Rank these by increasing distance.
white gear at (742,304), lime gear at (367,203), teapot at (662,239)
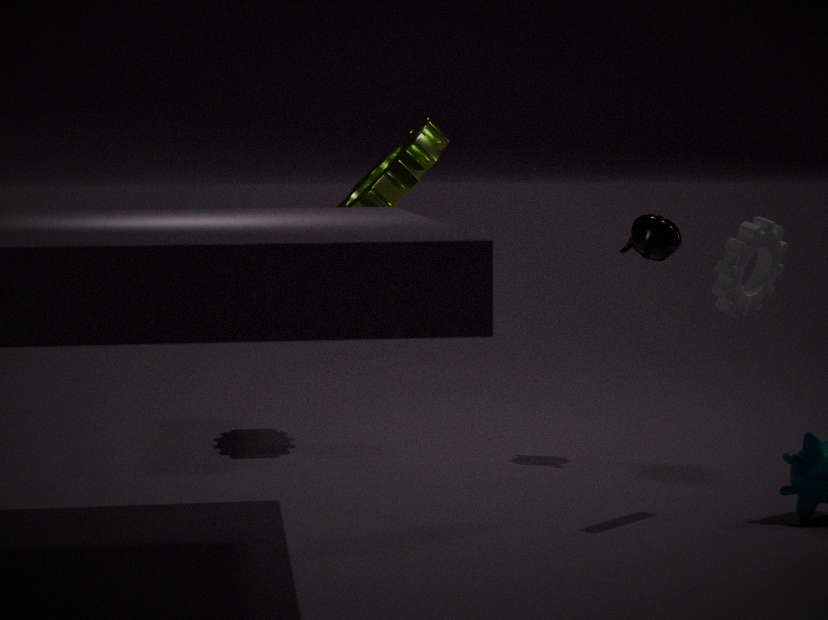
white gear at (742,304)
teapot at (662,239)
lime gear at (367,203)
